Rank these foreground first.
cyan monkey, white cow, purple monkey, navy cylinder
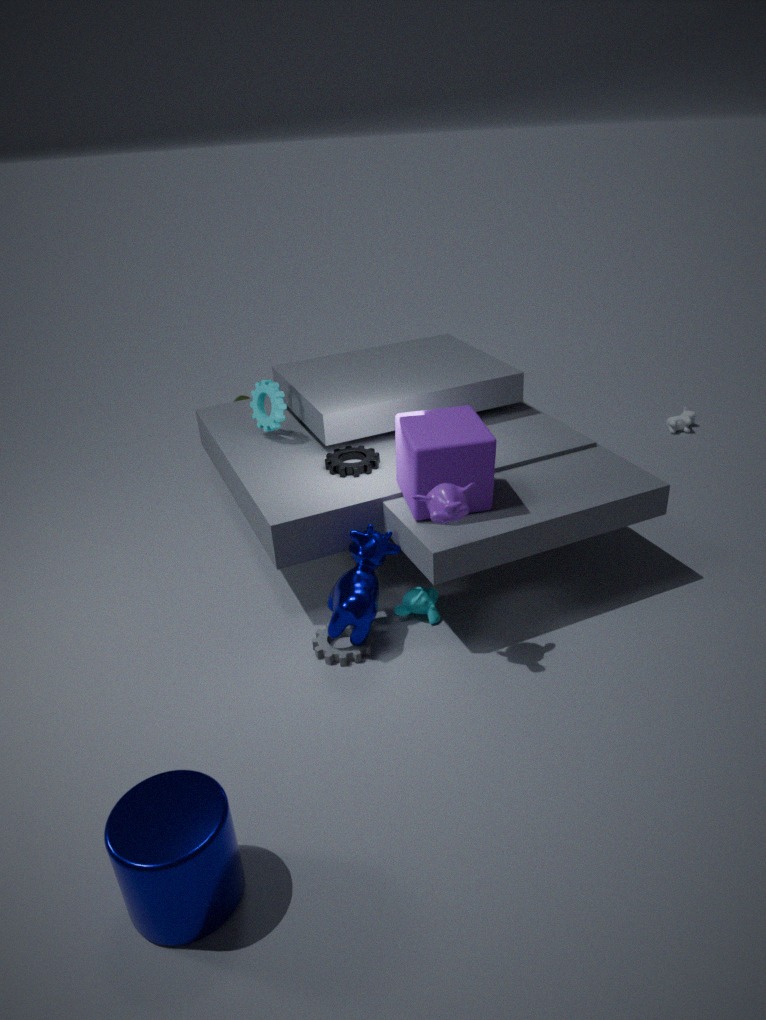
navy cylinder < purple monkey < cyan monkey < white cow
